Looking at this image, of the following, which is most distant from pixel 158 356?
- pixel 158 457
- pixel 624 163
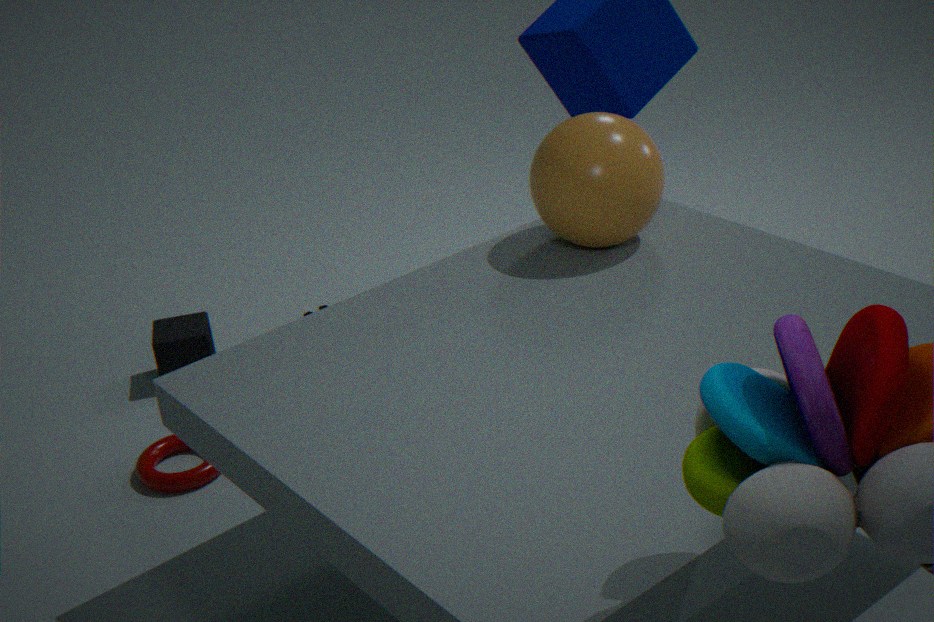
pixel 624 163
